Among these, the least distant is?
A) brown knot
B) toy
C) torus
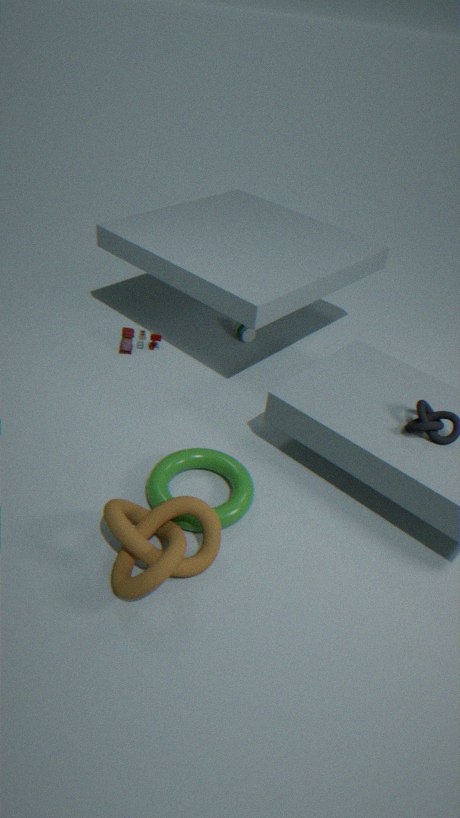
brown knot
